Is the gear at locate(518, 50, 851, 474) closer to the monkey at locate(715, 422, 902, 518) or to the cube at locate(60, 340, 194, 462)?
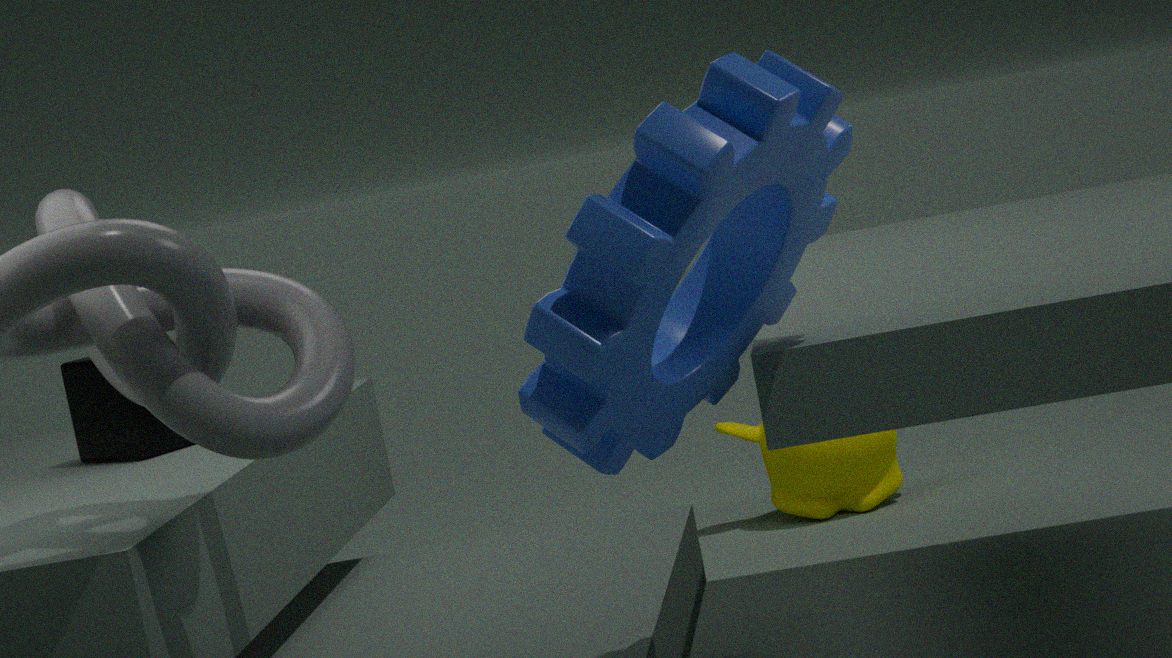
the cube at locate(60, 340, 194, 462)
